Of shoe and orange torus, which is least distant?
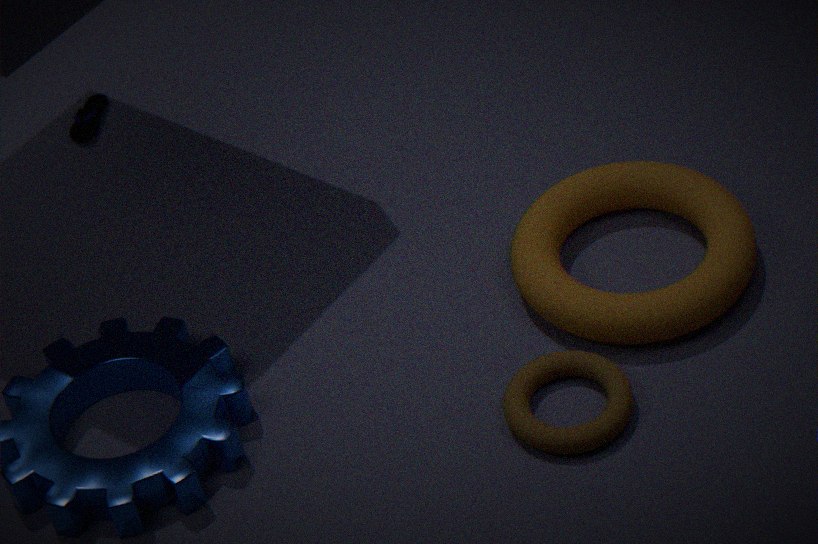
orange torus
